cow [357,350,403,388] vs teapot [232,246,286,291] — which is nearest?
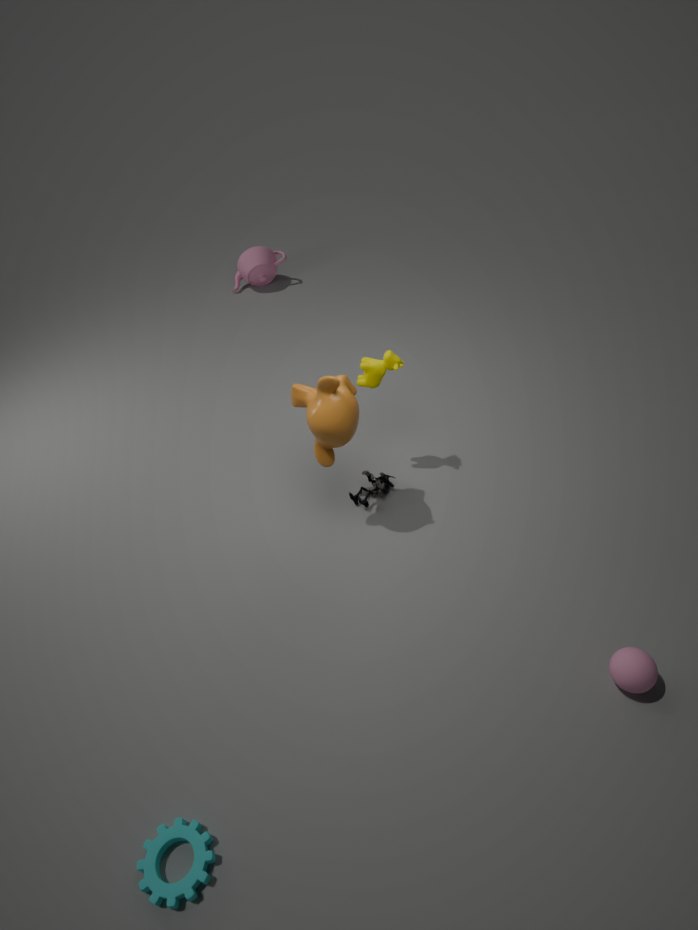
cow [357,350,403,388]
